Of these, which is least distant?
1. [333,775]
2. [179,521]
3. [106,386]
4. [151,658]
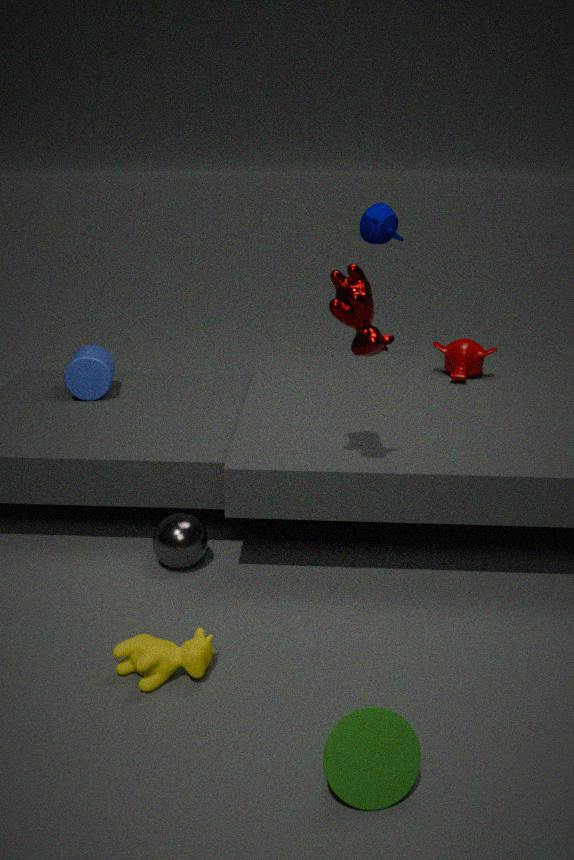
[333,775]
